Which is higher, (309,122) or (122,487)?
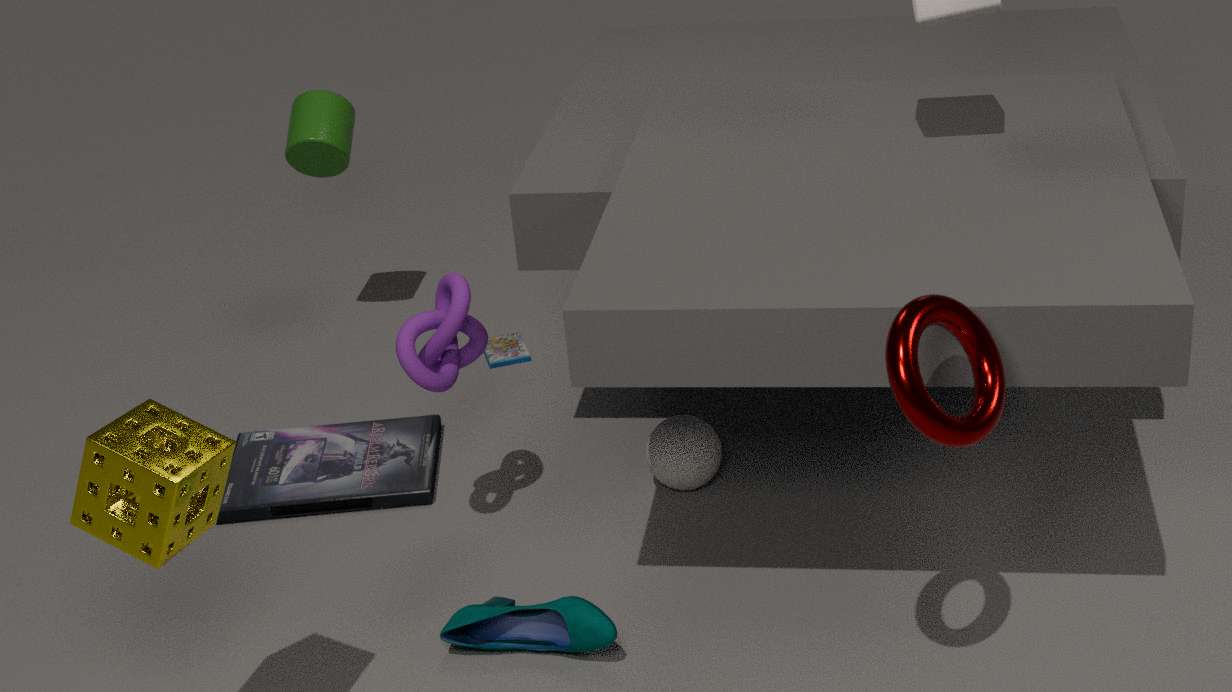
(122,487)
